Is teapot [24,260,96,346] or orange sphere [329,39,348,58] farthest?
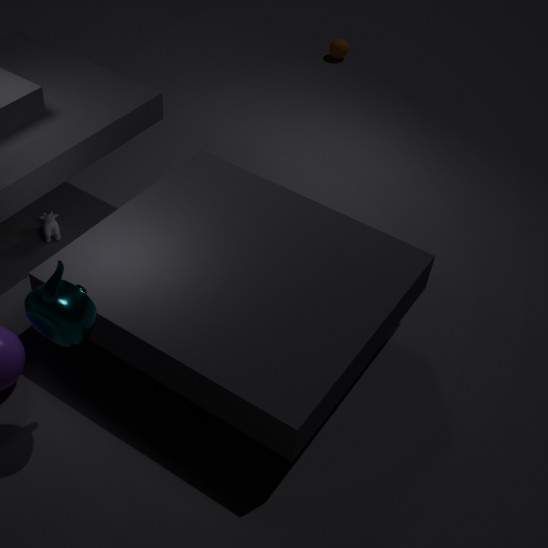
orange sphere [329,39,348,58]
